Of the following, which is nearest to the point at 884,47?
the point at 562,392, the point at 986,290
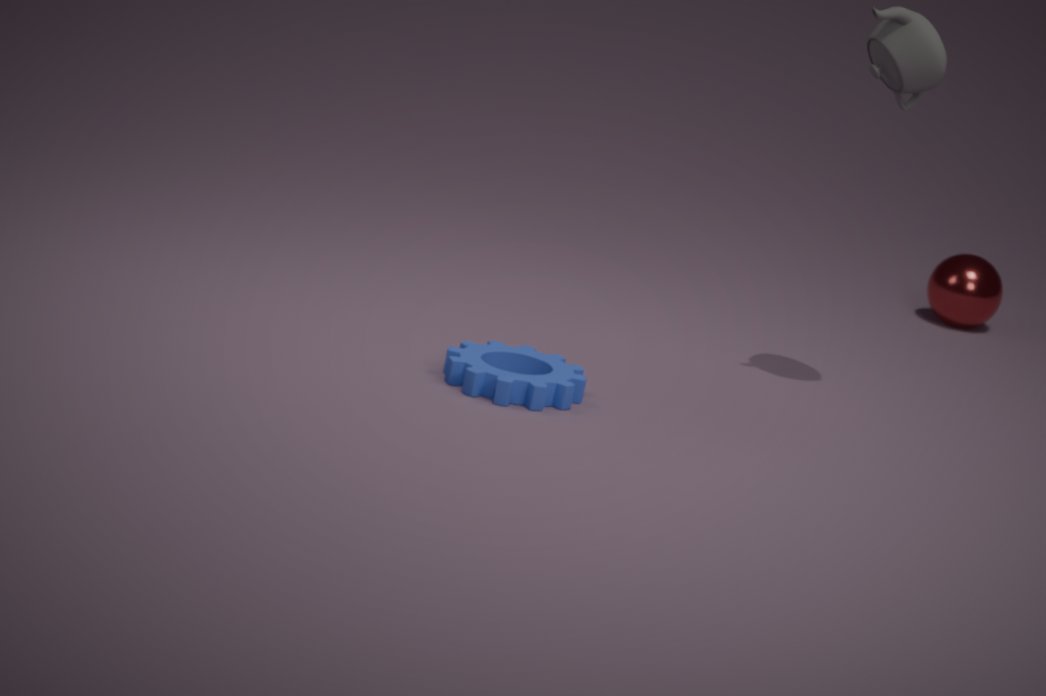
the point at 562,392
